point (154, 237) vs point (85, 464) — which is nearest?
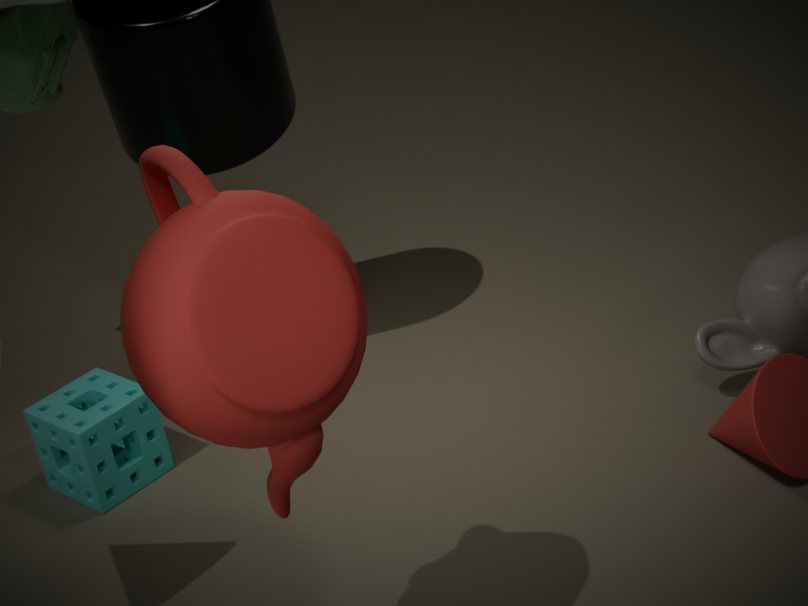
point (154, 237)
